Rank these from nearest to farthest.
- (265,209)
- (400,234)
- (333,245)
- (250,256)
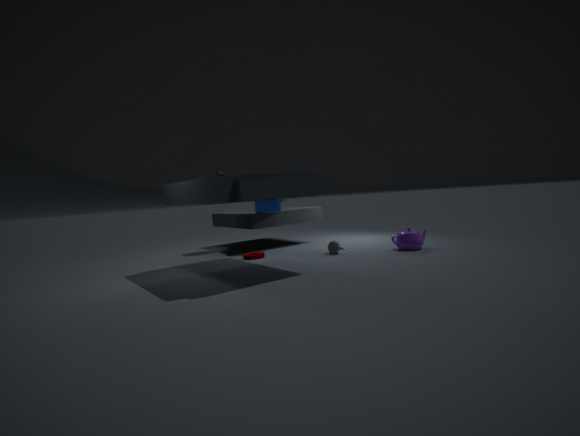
(400,234) < (333,245) < (250,256) < (265,209)
